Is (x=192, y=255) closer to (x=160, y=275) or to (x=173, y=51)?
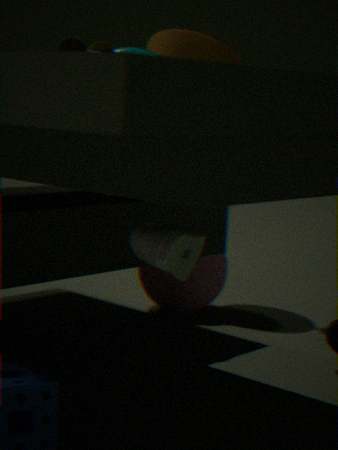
(x=160, y=275)
